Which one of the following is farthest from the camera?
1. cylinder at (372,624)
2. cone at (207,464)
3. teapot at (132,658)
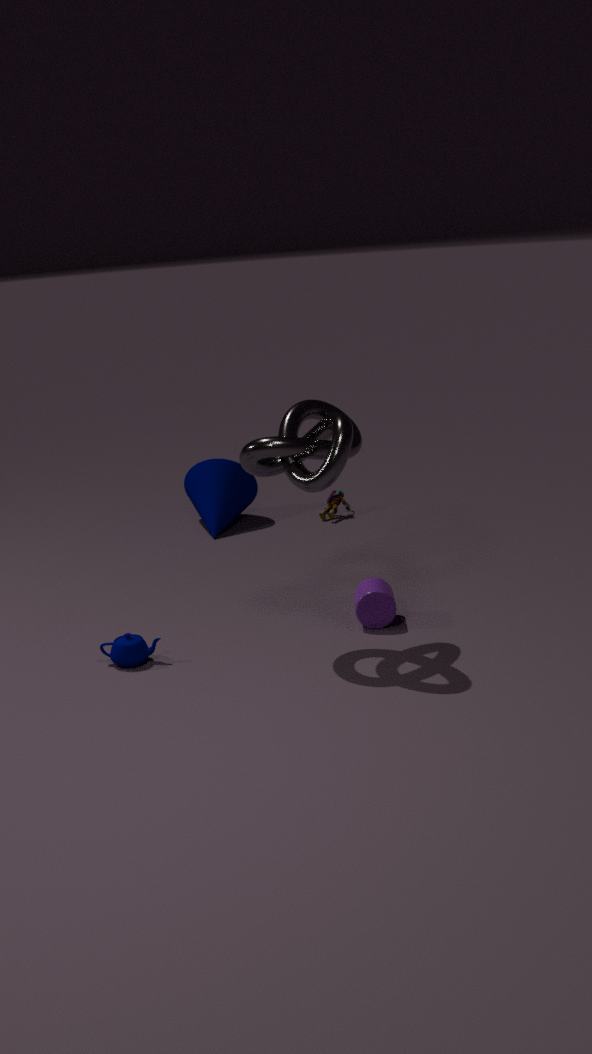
cone at (207,464)
